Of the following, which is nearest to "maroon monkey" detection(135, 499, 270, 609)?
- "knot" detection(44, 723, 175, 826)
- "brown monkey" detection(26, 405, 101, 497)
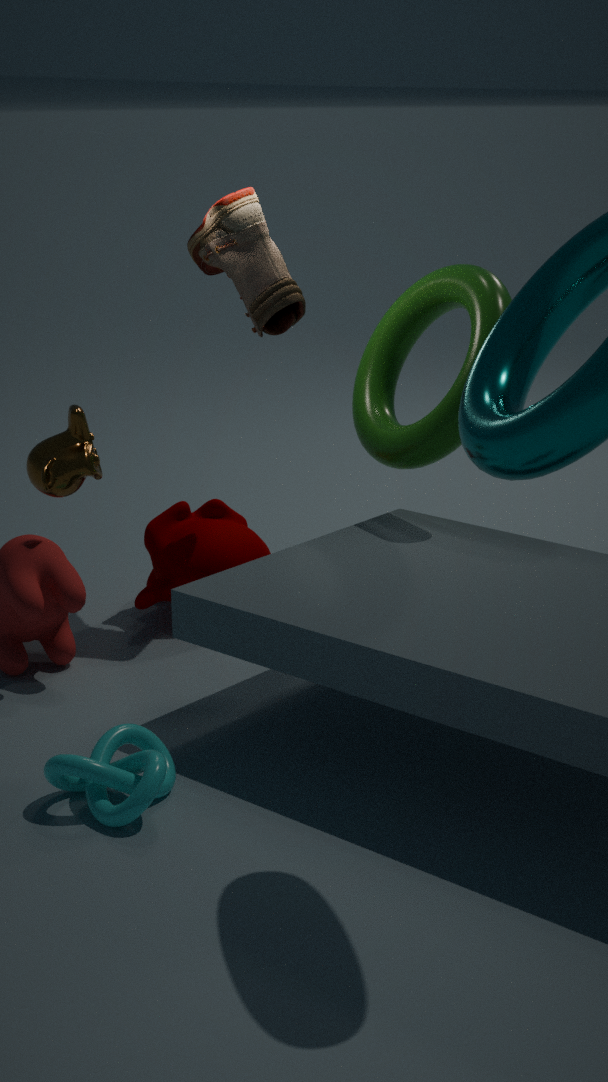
"brown monkey" detection(26, 405, 101, 497)
